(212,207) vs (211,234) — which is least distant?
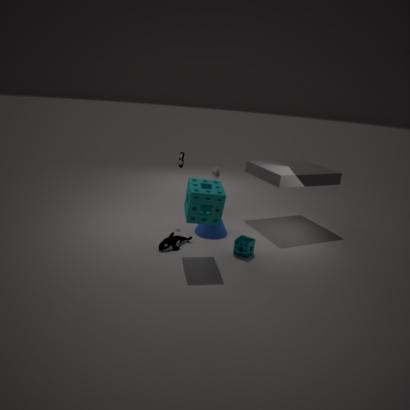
(212,207)
